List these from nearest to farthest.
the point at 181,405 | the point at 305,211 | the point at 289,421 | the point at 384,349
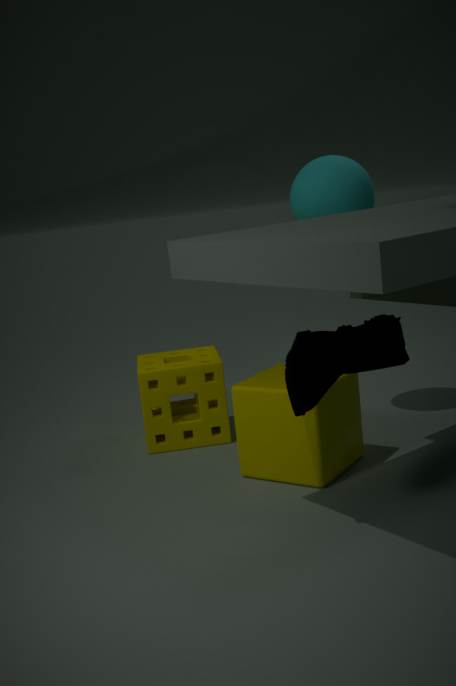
the point at 384,349
the point at 289,421
the point at 305,211
the point at 181,405
